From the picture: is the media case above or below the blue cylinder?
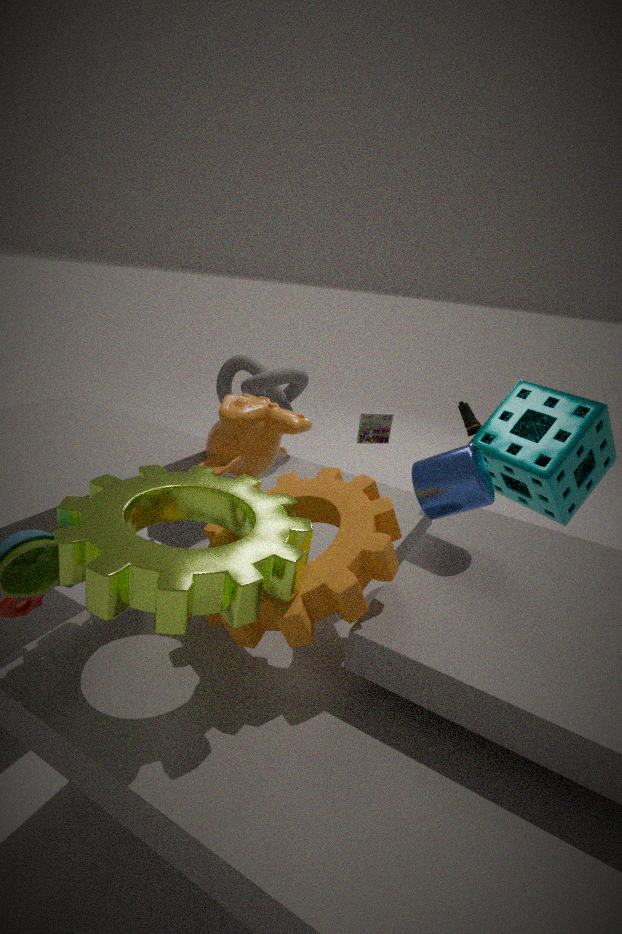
below
